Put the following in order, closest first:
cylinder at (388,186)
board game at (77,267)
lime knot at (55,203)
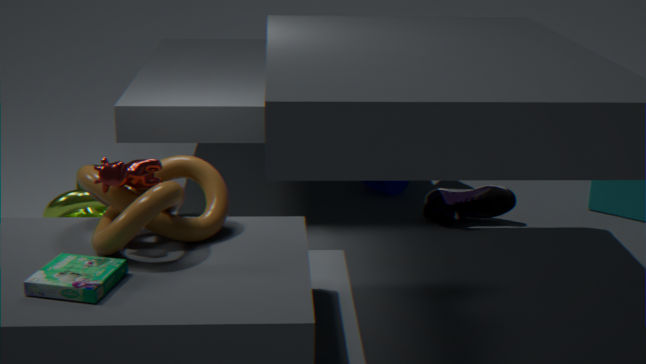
board game at (77,267) → lime knot at (55,203) → cylinder at (388,186)
